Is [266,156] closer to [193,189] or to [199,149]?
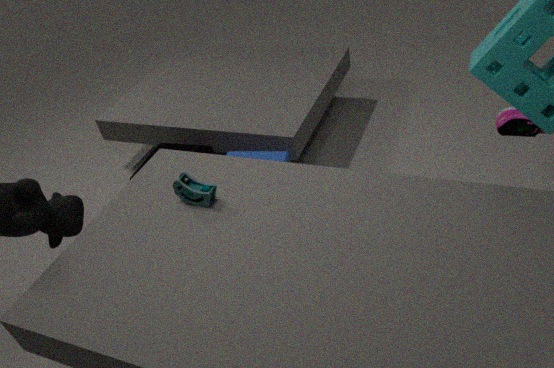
[199,149]
